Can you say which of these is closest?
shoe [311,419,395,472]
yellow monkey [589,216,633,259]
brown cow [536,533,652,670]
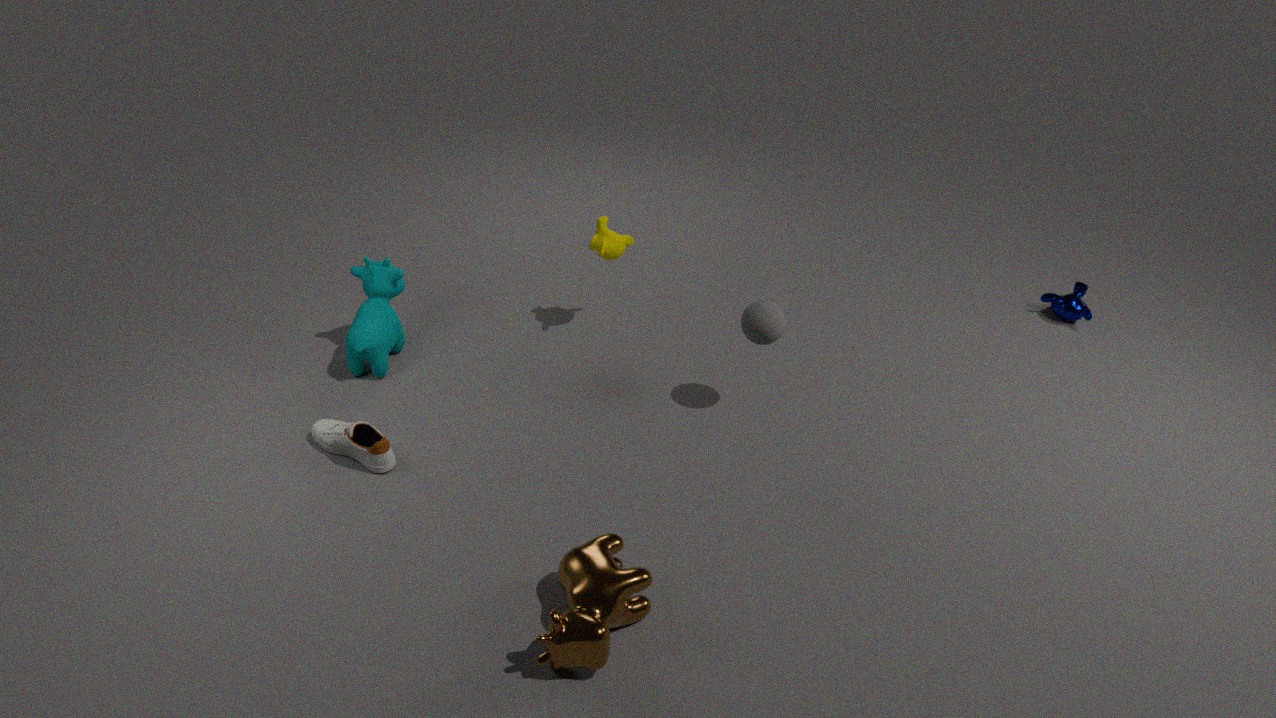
brown cow [536,533,652,670]
